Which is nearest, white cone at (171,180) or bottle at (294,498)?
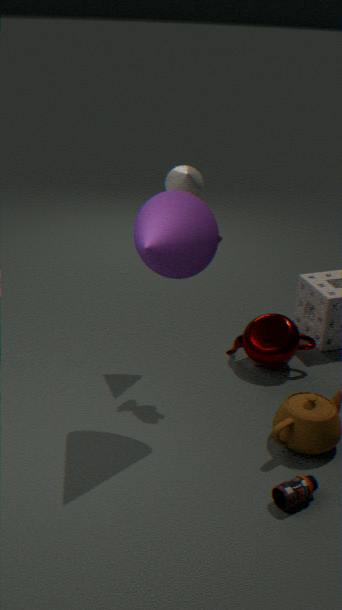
bottle at (294,498)
